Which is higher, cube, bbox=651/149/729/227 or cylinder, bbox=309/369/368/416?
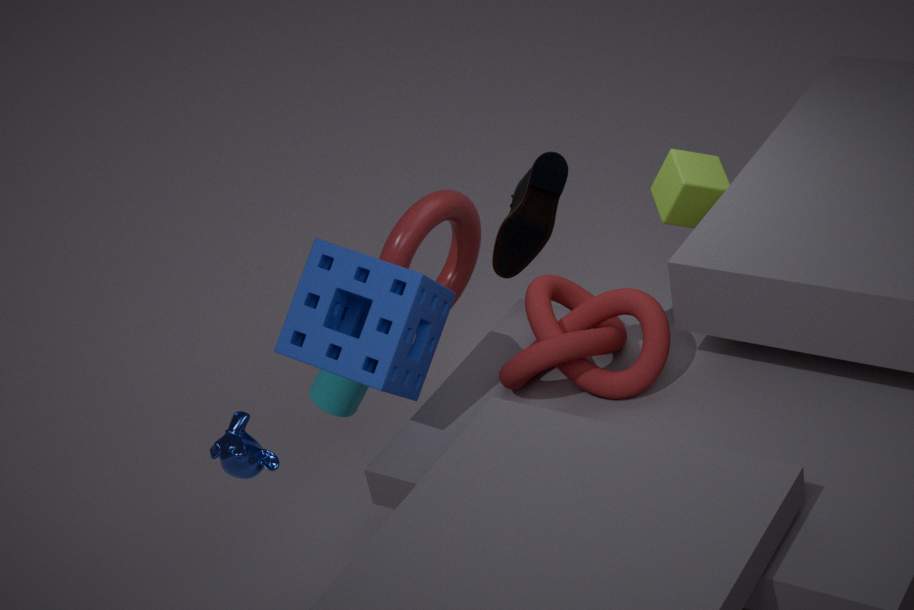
cube, bbox=651/149/729/227
